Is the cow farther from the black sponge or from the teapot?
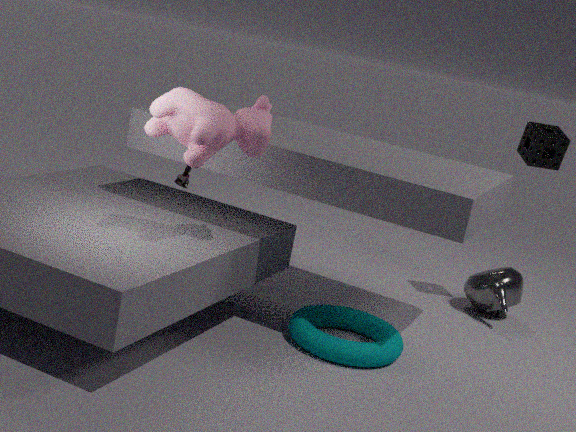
the teapot
